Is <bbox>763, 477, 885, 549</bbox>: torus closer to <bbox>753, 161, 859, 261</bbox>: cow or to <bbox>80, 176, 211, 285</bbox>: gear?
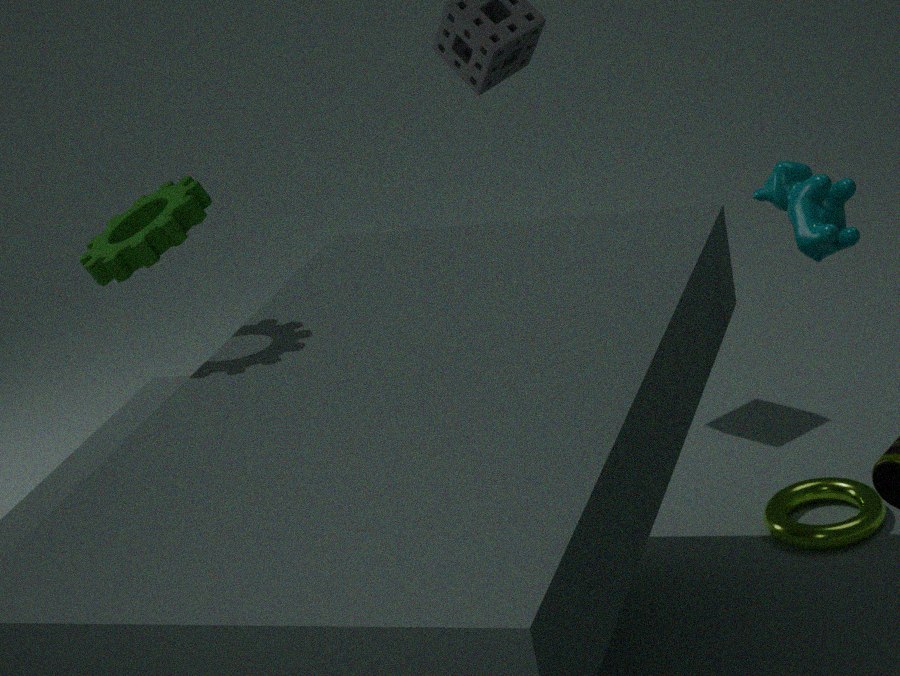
<bbox>753, 161, 859, 261</bbox>: cow
